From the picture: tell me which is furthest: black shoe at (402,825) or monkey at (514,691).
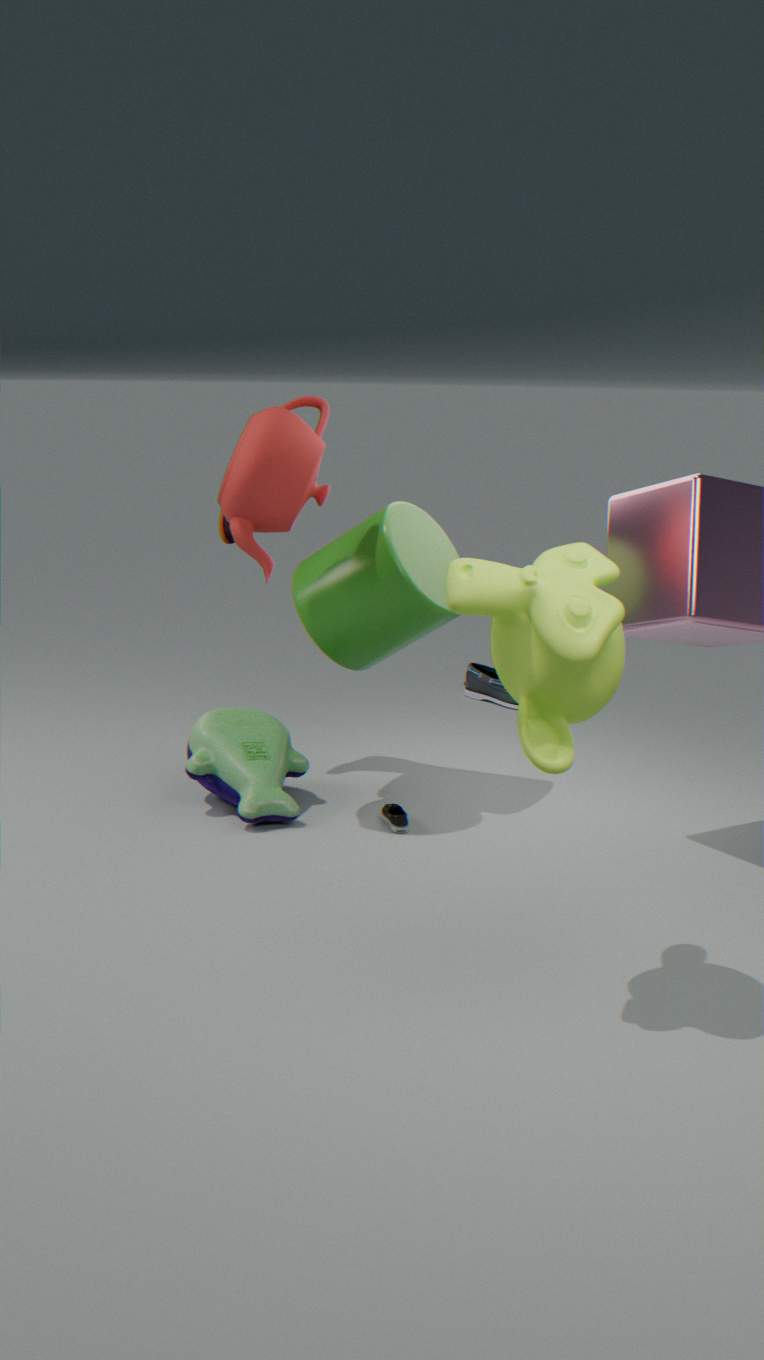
black shoe at (402,825)
